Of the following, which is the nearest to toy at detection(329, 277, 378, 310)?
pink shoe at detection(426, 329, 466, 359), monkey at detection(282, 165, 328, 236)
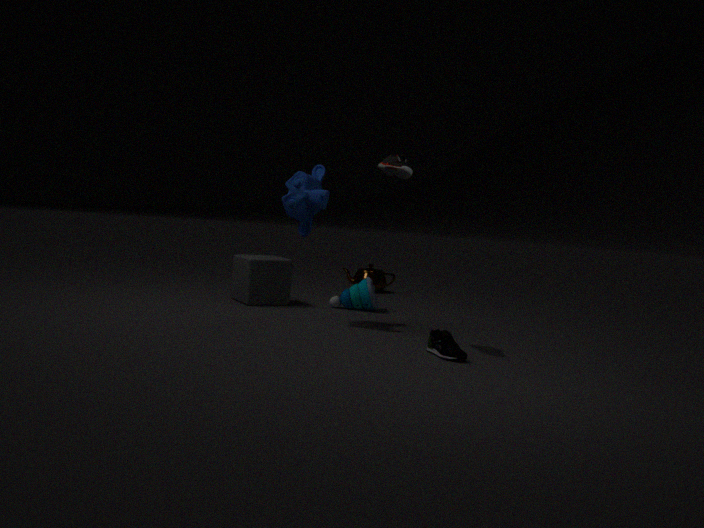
monkey at detection(282, 165, 328, 236)
